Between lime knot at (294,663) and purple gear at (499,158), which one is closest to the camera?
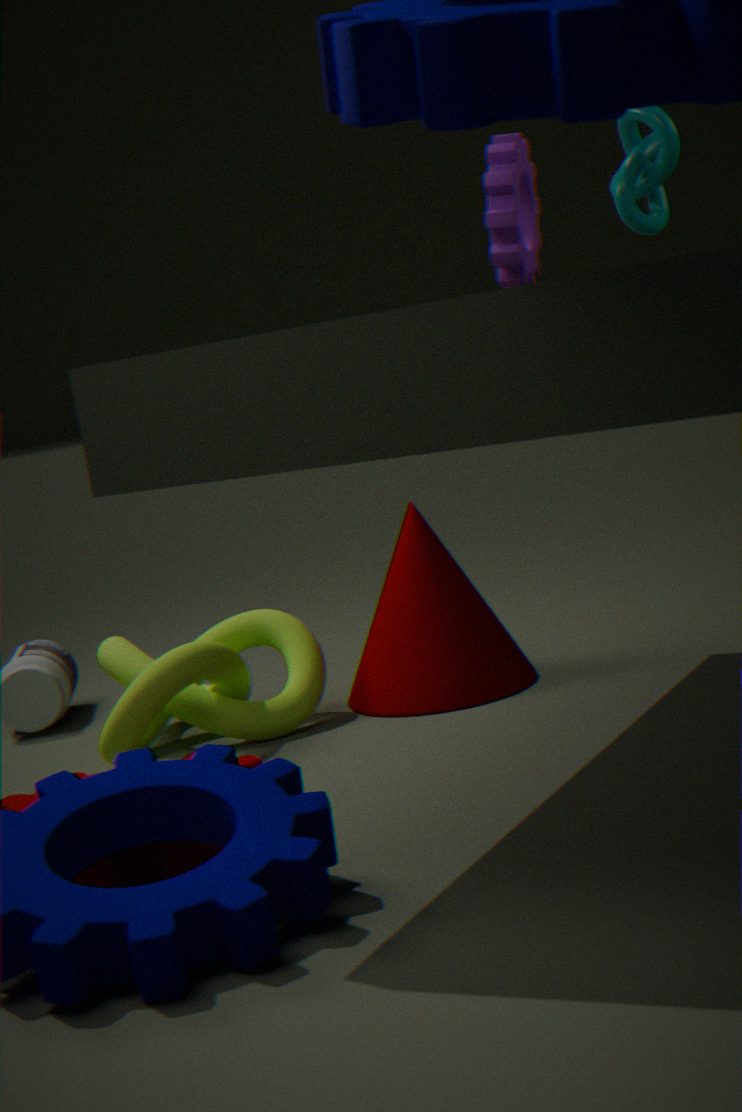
purple gear at (499,158)
